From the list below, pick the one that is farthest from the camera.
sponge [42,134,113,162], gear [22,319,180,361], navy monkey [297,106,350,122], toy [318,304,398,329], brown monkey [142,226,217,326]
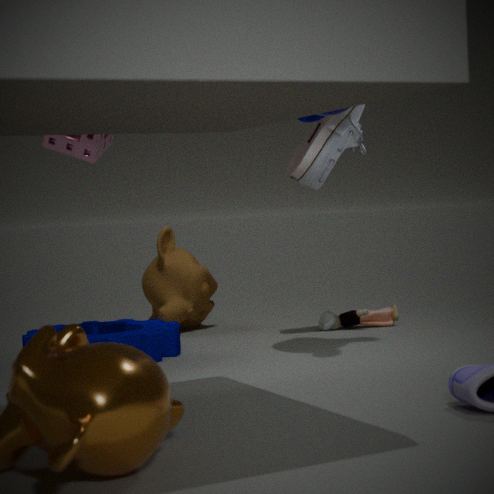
brown monkey [142,226,217,326]
